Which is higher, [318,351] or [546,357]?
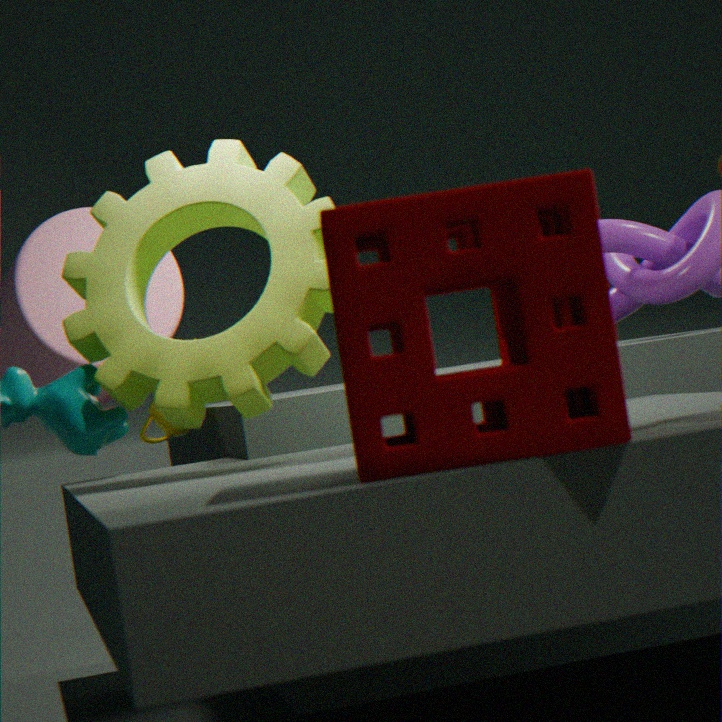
[318,351]
